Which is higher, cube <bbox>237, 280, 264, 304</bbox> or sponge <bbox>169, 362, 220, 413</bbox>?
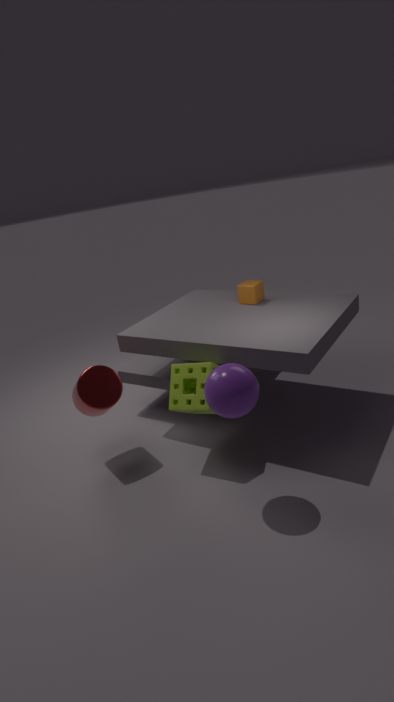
cube <bbox>237, 280, 264, 304</bbox>
